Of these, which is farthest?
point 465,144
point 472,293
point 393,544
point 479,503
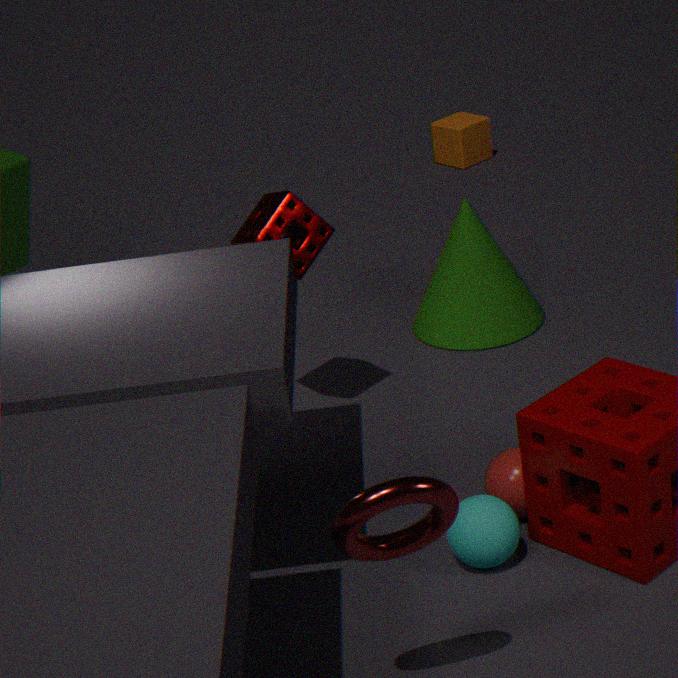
point 465,144
